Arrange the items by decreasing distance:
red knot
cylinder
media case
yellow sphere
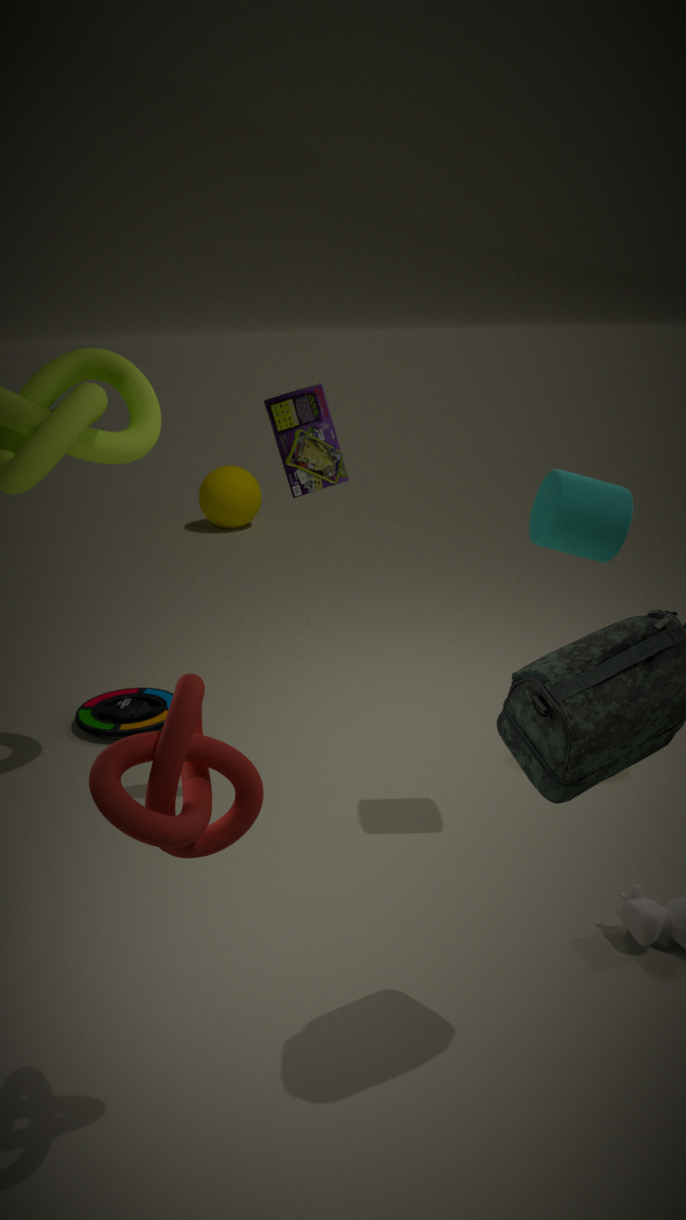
yellow sphere → media case → cylinder → red knot
